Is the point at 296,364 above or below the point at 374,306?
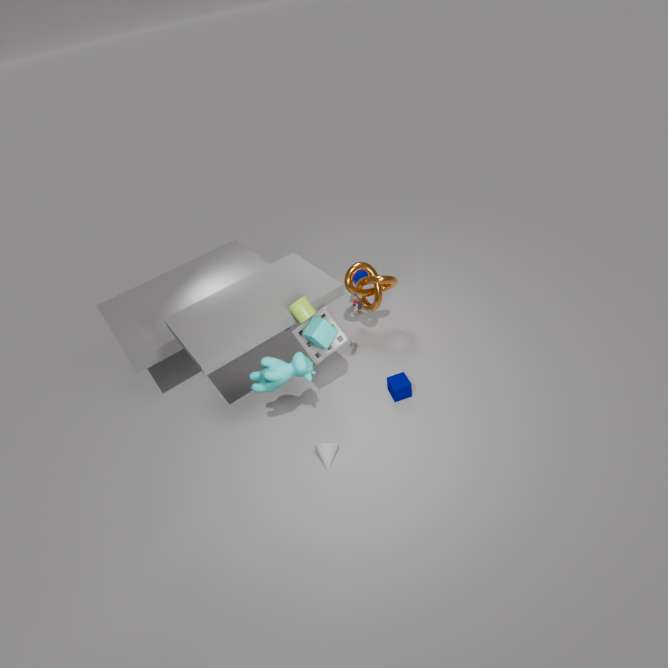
above
